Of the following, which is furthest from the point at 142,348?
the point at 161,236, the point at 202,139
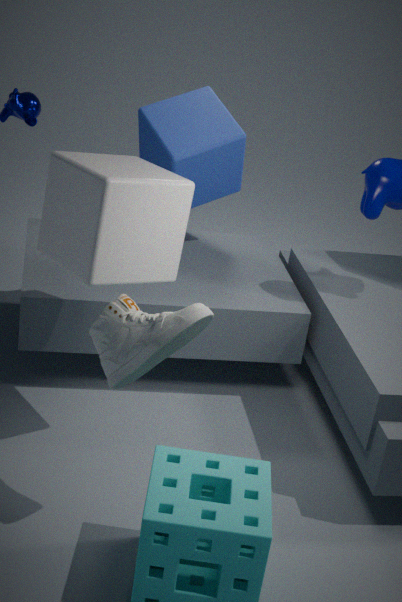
the point at 202,139
